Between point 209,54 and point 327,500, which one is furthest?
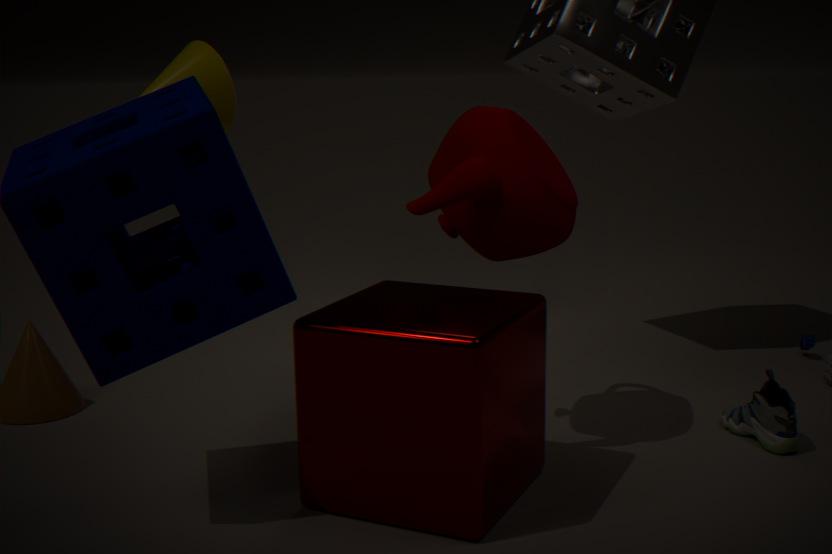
point 209,54
